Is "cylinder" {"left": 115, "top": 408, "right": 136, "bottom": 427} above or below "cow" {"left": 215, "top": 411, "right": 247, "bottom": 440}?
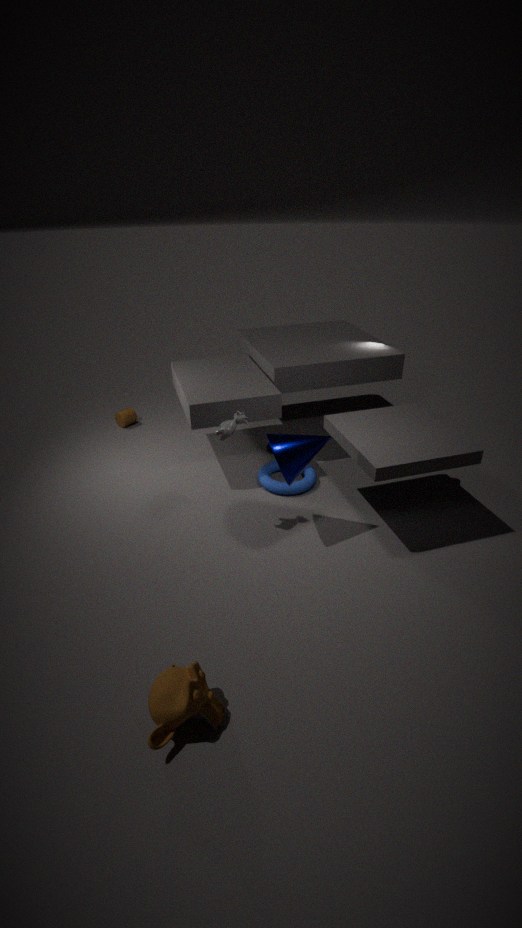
below
